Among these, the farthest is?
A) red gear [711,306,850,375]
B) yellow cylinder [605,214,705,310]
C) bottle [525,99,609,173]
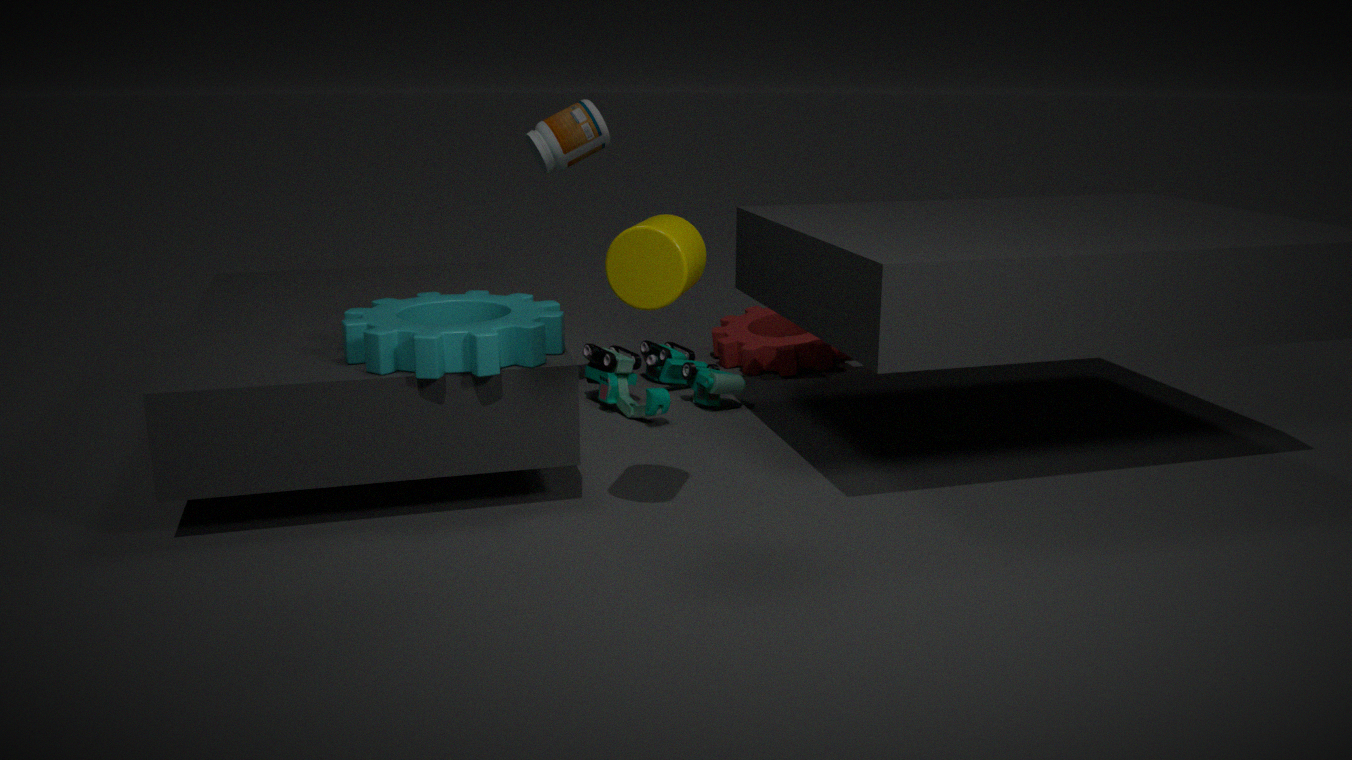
red gear [711,306,850,375]
